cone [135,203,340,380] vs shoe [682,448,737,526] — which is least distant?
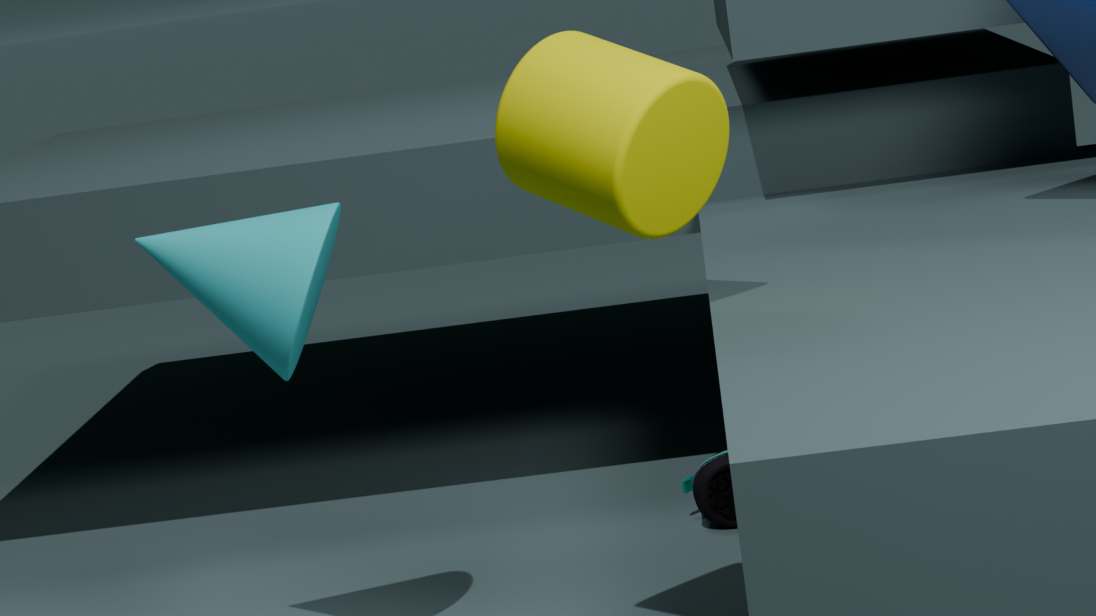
cone [135,203,340,380]
